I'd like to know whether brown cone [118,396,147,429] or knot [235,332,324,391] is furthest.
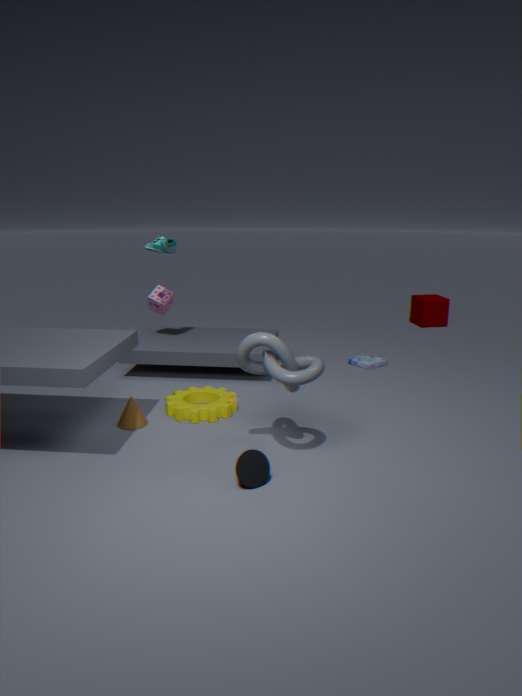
brown cone [118,396,147,429]
